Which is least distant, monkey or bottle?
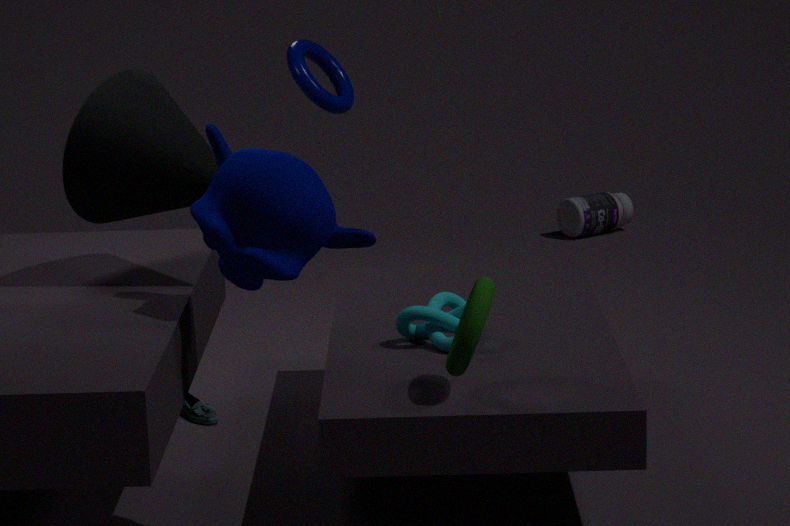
monkey
